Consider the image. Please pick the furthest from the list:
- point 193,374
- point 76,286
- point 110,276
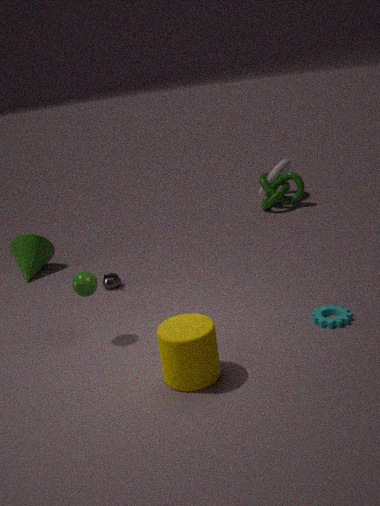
point 110,276
